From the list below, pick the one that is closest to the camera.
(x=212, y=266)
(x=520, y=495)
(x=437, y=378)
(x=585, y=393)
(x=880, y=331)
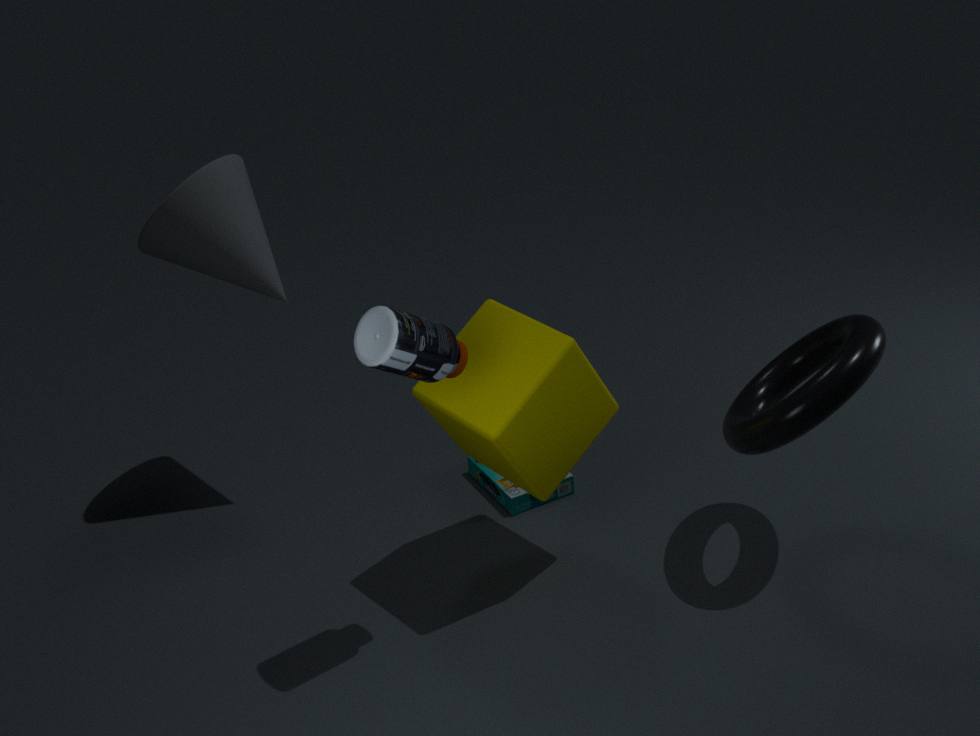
(x=437, y=378)
